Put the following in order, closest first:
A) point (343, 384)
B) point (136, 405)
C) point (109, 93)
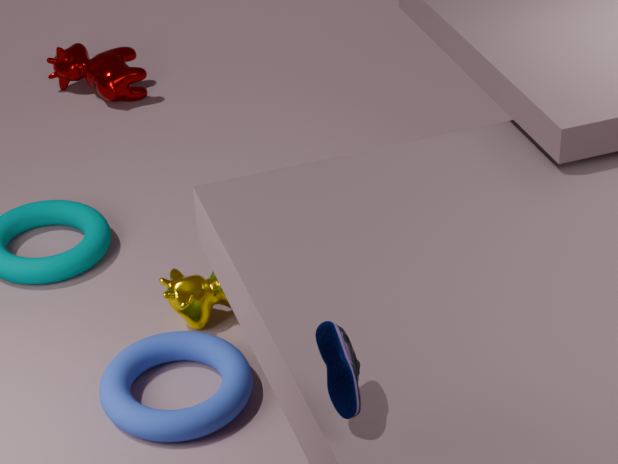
point (343, 384), point (136, 405), point (109, 93)
